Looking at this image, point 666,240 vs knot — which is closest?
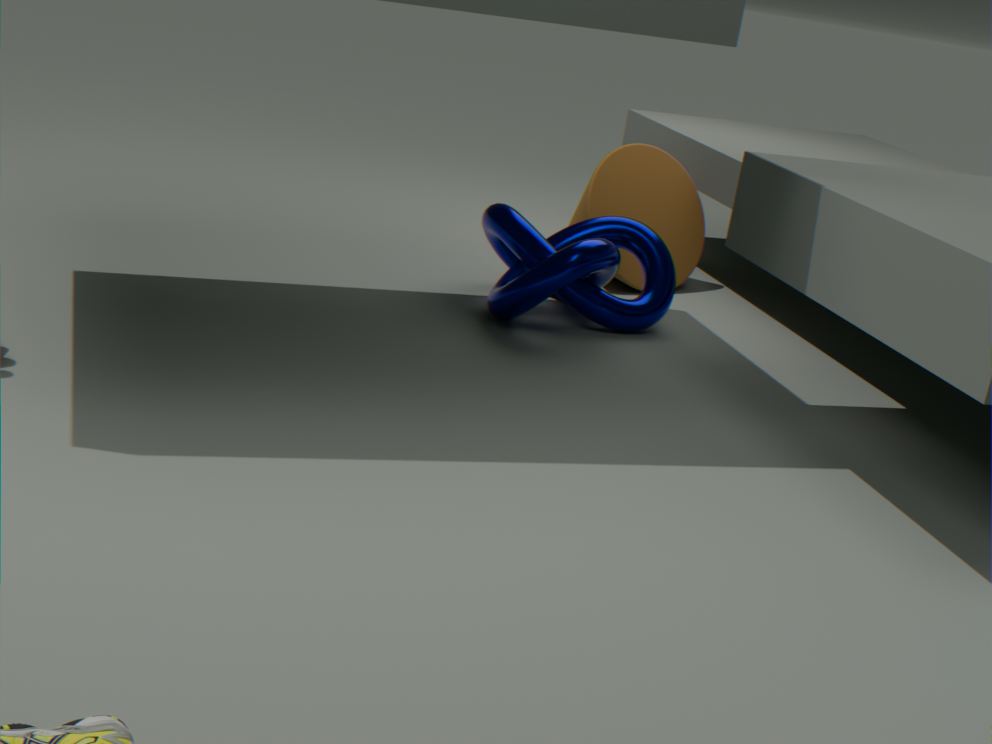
Answer: knot
